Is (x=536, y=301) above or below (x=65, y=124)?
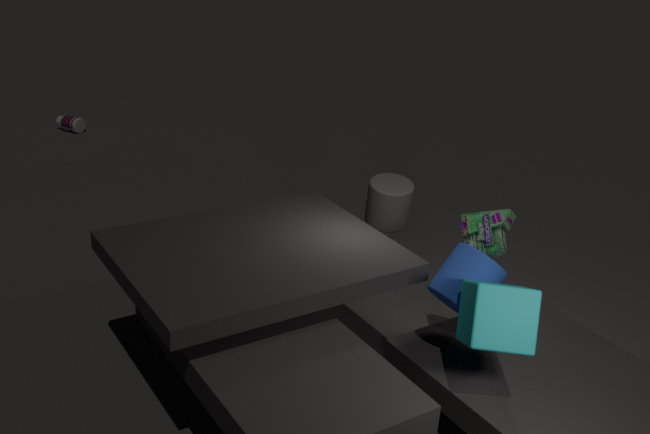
above
